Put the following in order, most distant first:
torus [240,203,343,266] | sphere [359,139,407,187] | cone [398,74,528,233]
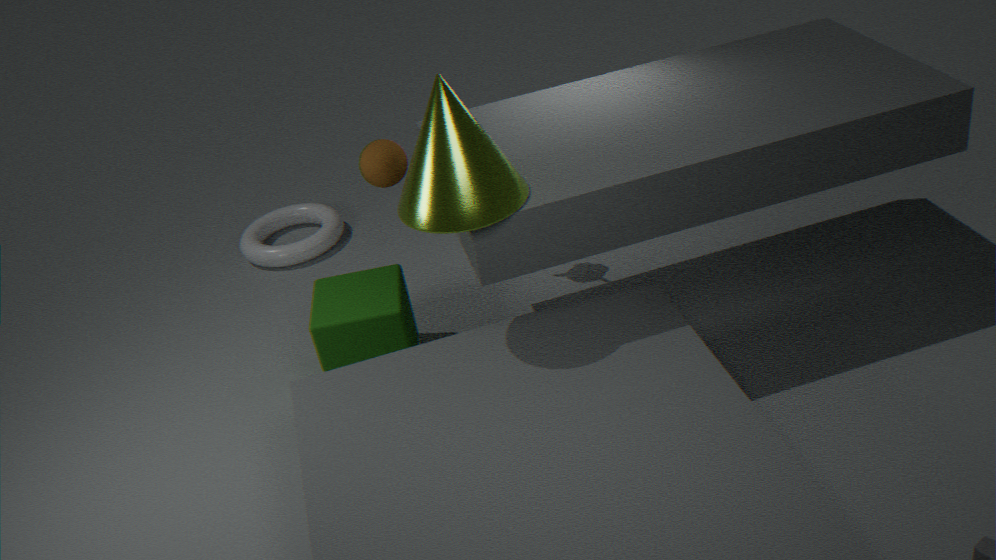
1. torus [240,203,343,266]
2. sphere [359,139,407,187]
3. cone [398,74,528,233]
